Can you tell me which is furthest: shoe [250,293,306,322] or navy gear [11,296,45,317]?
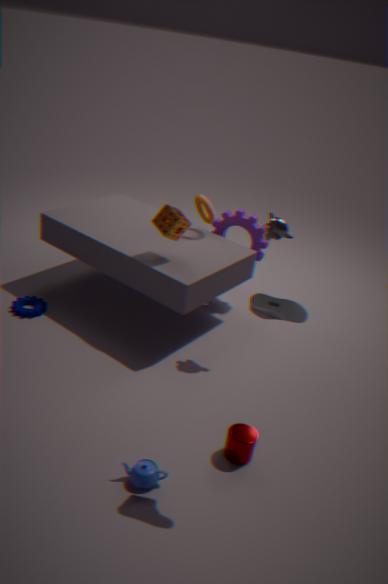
navy gear [11,296,45,317]
